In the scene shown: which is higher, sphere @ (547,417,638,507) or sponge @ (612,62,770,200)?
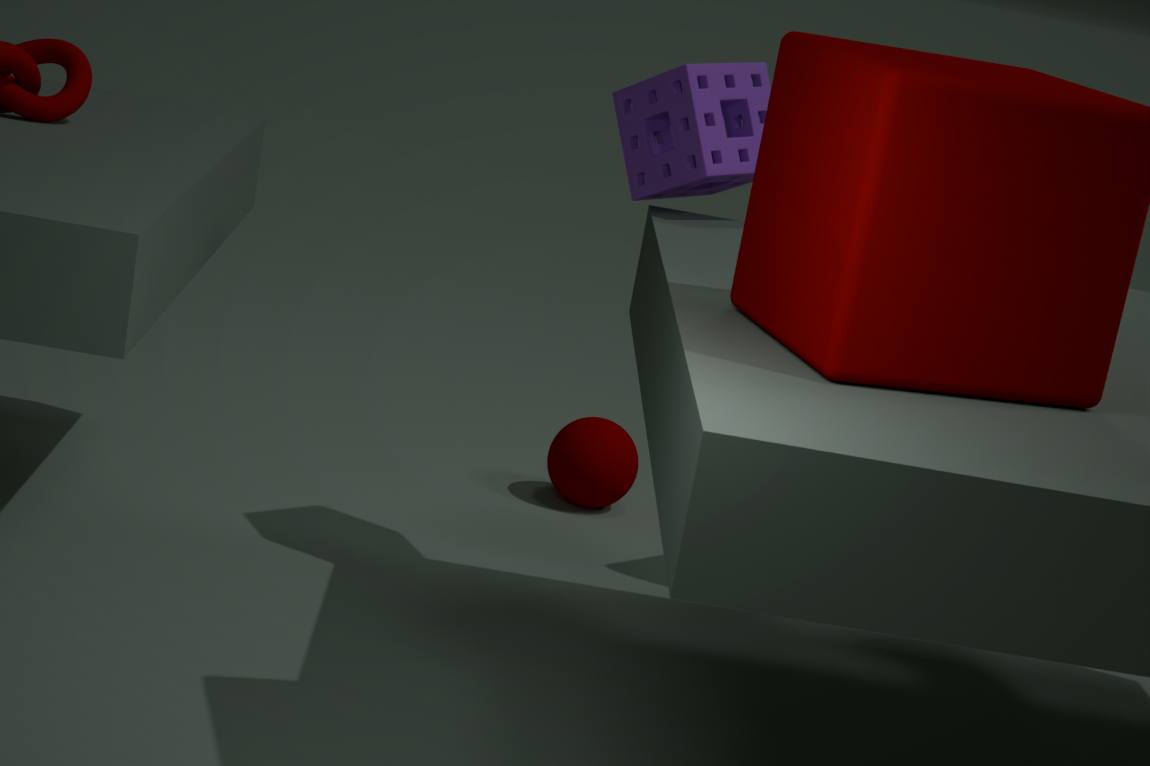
sponge @ (612,62,770,200)
